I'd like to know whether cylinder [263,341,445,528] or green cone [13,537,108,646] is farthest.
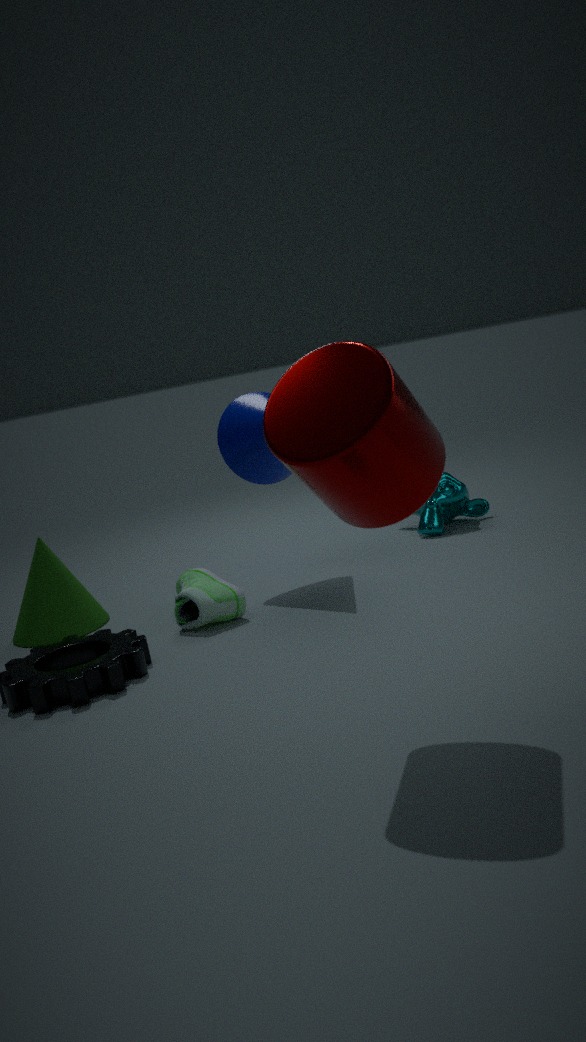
green cone [13,537,108,646]
